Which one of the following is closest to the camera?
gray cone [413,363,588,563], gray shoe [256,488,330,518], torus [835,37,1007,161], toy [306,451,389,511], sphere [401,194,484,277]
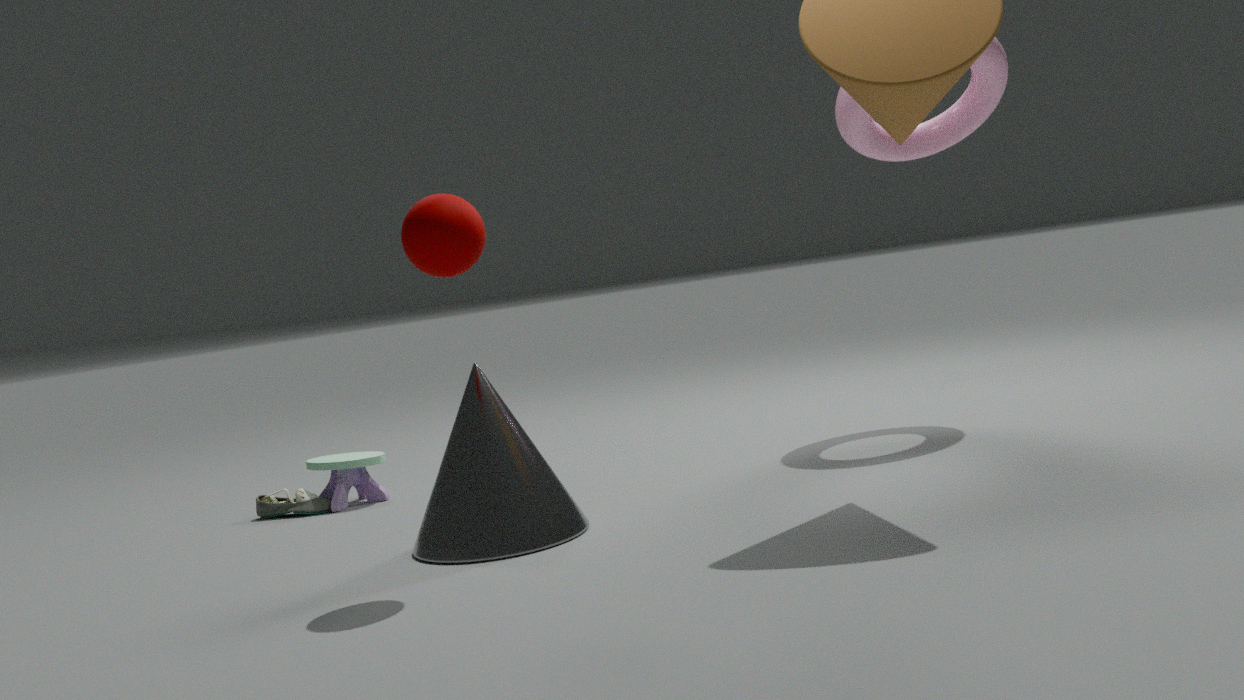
sphere [401,194,484,277]
